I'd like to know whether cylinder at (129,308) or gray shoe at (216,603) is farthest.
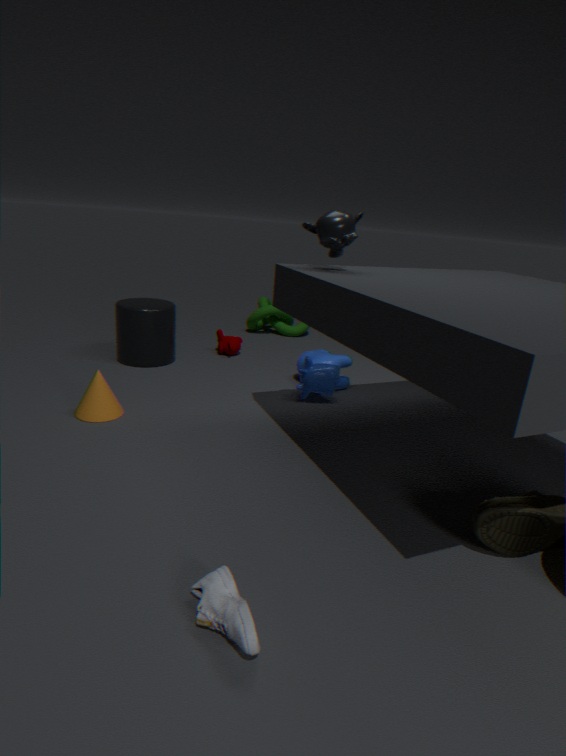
cylinder at (129,308)
